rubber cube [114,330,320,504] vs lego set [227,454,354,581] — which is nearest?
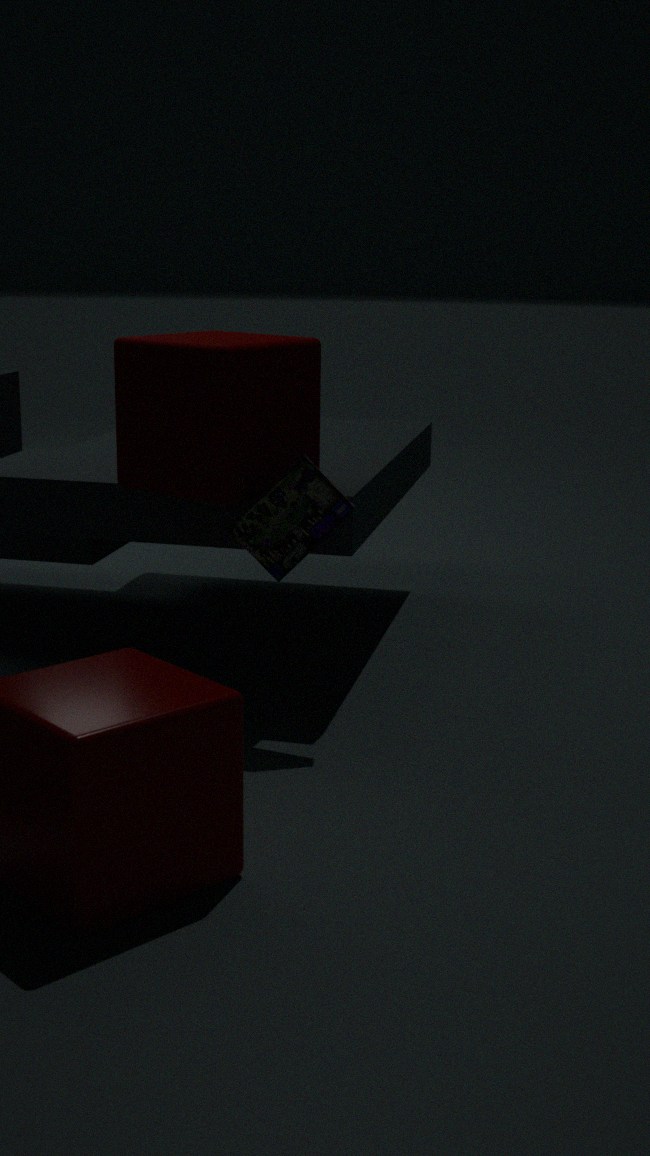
rubber cube [114,330,320,504]
